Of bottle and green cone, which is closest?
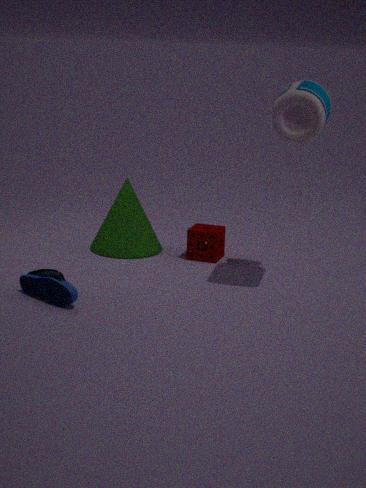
bottle
